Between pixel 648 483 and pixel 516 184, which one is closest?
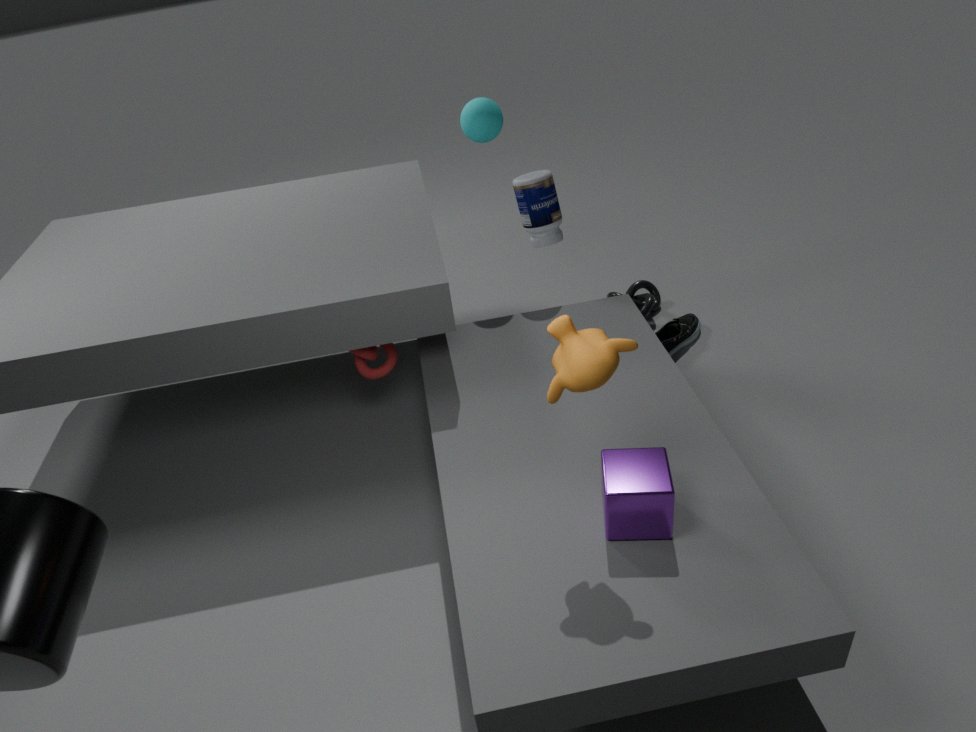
pixel 648 483
